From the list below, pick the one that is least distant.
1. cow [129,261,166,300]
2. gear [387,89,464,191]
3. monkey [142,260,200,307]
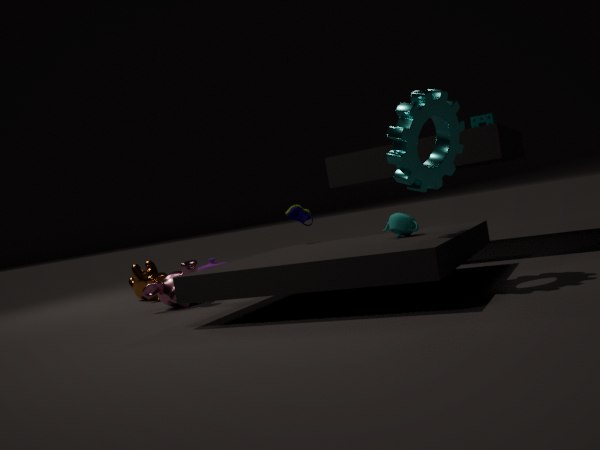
gear [387,89,464,191]
